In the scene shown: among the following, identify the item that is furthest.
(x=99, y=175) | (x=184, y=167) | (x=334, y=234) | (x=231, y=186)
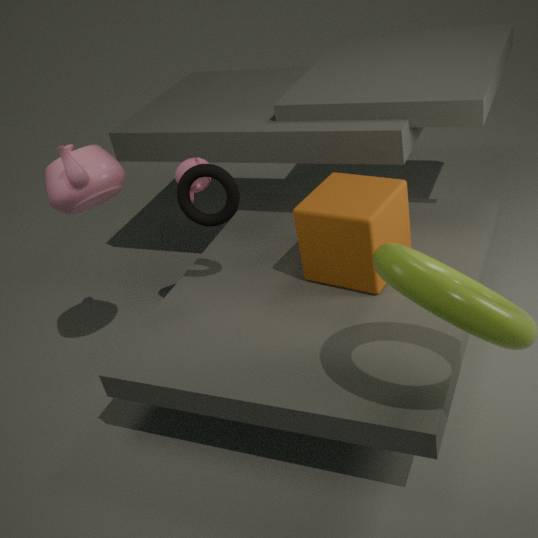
(x=184, y=167)
